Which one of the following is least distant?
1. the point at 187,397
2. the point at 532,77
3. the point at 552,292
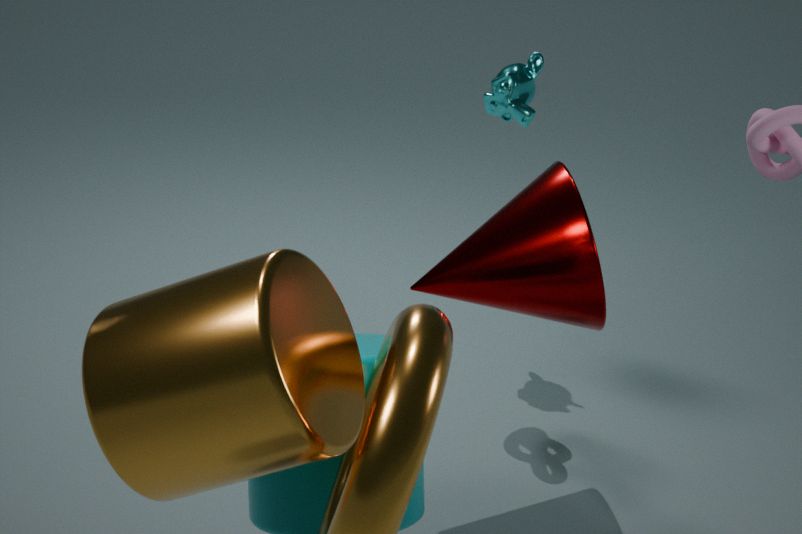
the point at 187,397
